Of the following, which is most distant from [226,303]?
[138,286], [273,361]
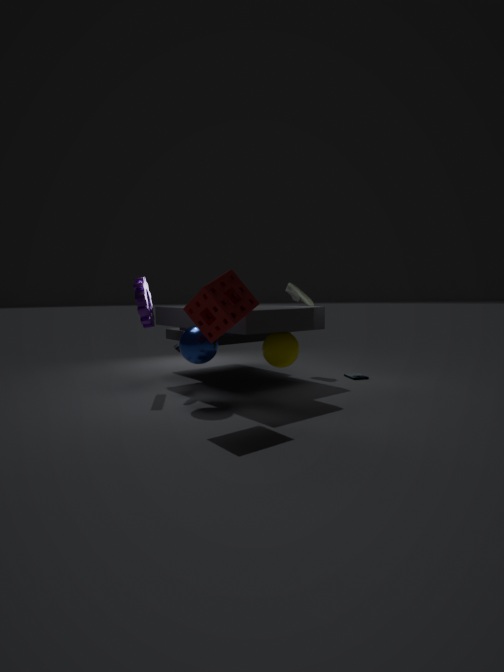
[138,286]
